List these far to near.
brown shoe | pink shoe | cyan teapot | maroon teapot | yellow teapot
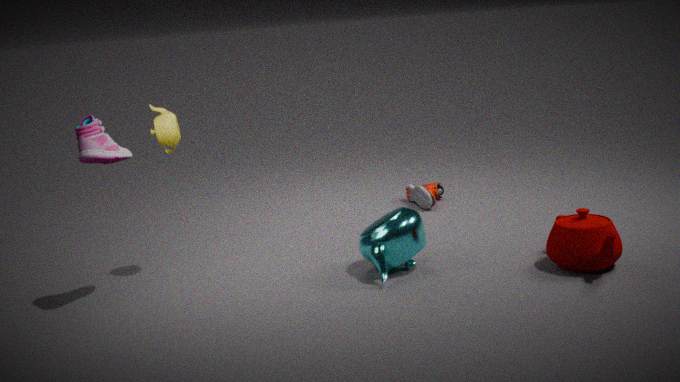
brown shoe
yellow teapot
cyan teapot
maroon teapot
pink shoe
